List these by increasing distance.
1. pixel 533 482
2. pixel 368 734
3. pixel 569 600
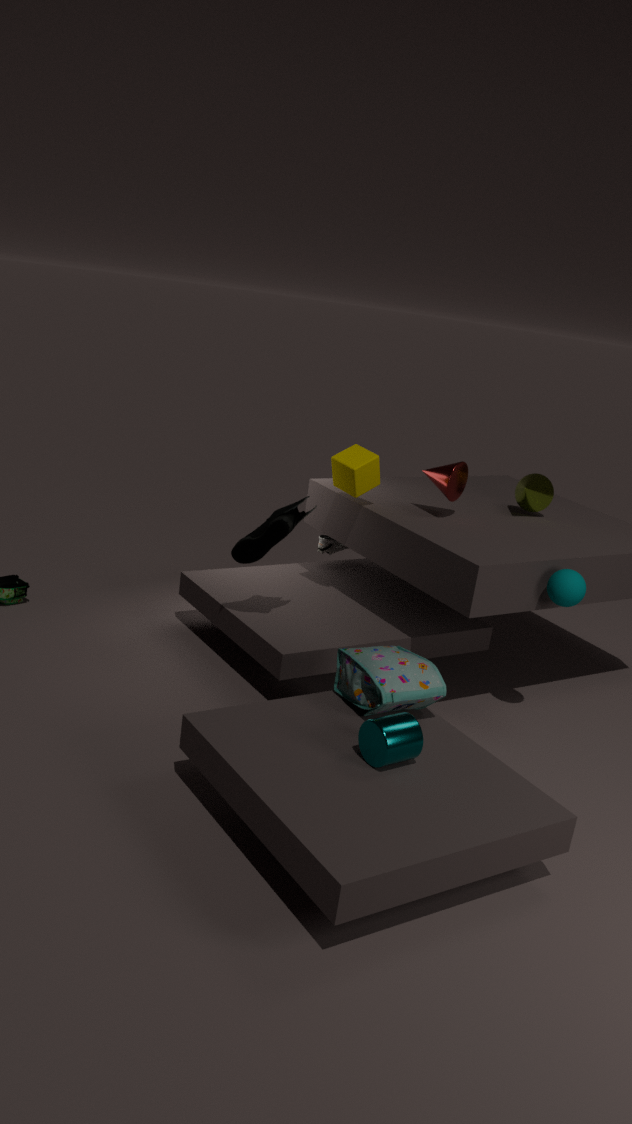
pixel 368 734
pixel 569 600
pixel 533 482
